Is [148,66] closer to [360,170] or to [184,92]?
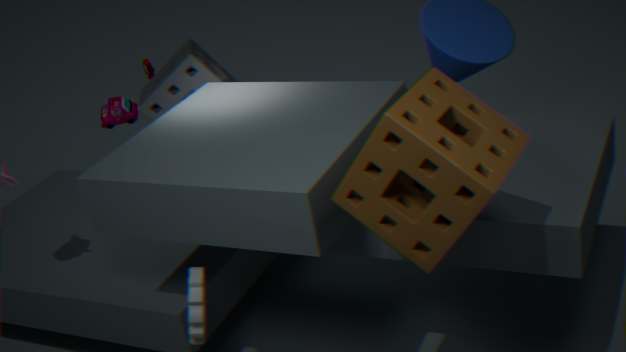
[184,92]
